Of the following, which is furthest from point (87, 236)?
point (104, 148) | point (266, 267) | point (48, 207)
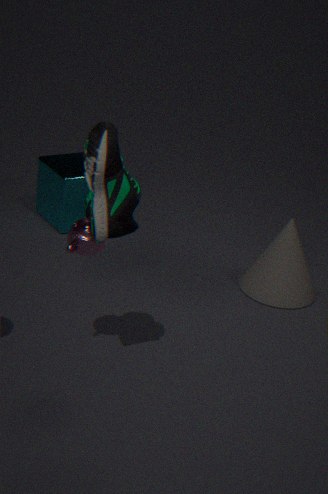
point (48, 207)
